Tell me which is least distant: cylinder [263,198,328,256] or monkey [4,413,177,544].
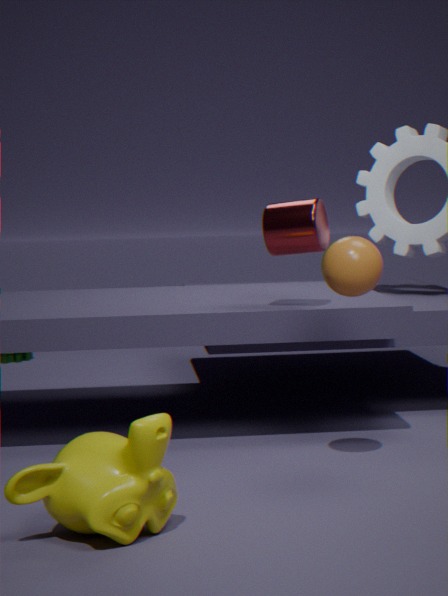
monkey [4,413,177,544]
